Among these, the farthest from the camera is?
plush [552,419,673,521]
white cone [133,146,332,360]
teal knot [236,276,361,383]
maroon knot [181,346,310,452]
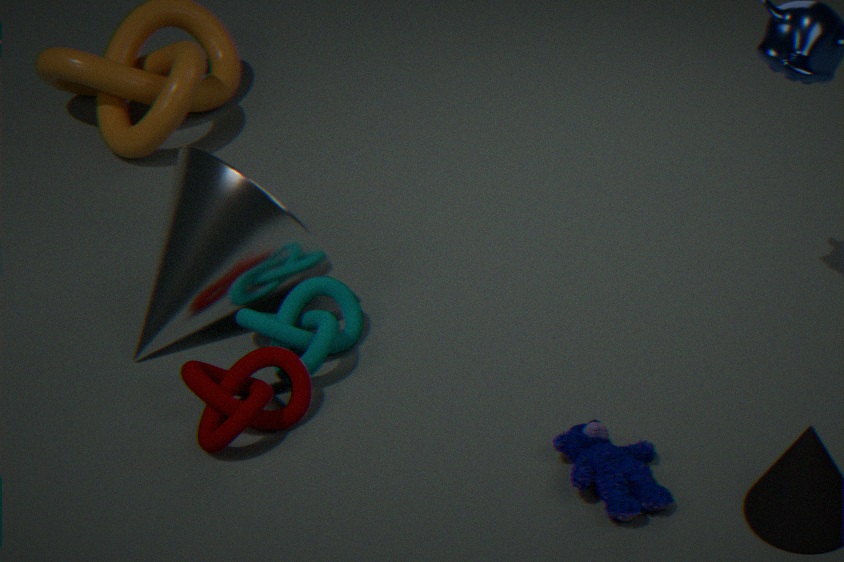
white cone [133,146,332,360]
